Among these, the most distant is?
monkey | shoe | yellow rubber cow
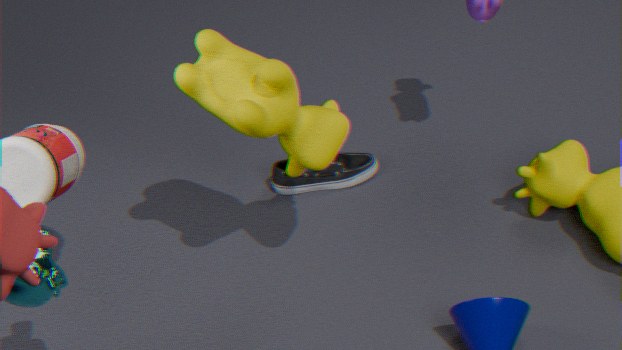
shoe
